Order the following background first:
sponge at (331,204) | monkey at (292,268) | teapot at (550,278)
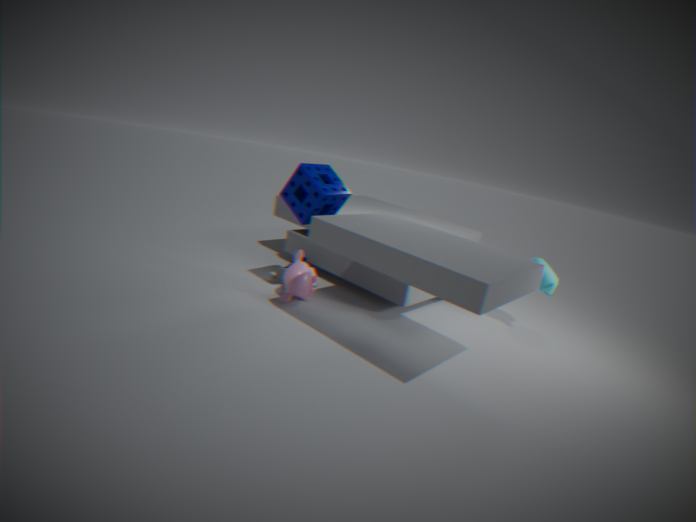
teapot at (550,278)
monkey at (292,268)
sponge at (331,204)
